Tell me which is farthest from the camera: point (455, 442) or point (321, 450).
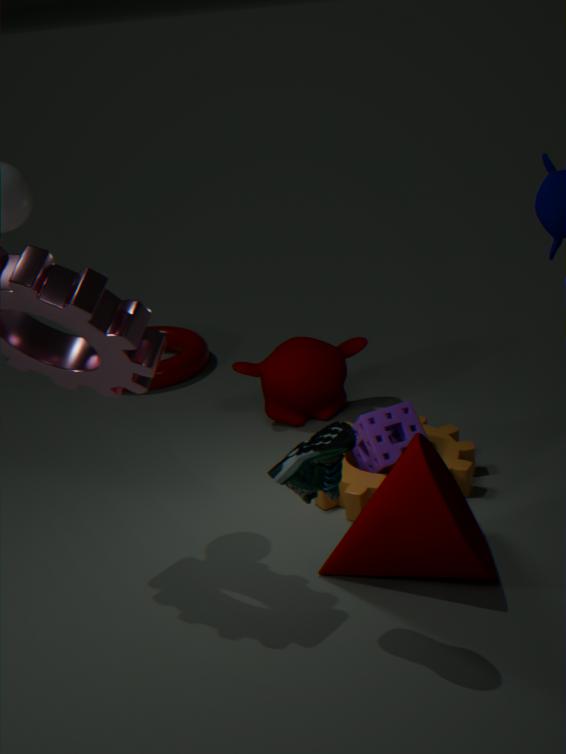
point (455, 442)
